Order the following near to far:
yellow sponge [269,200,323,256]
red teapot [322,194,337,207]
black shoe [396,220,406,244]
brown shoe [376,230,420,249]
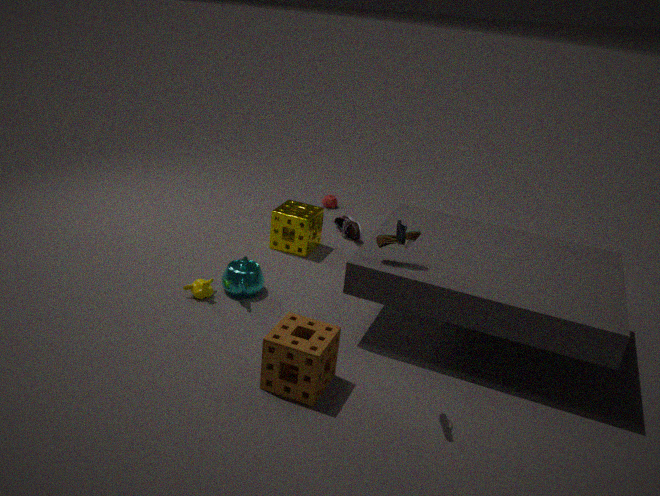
Result: black shoe [396,220,406,244] → brown shoe [376,230,420,249] → yellow sponge [269,200,323,256] → red teapot [322,194,337,207]
